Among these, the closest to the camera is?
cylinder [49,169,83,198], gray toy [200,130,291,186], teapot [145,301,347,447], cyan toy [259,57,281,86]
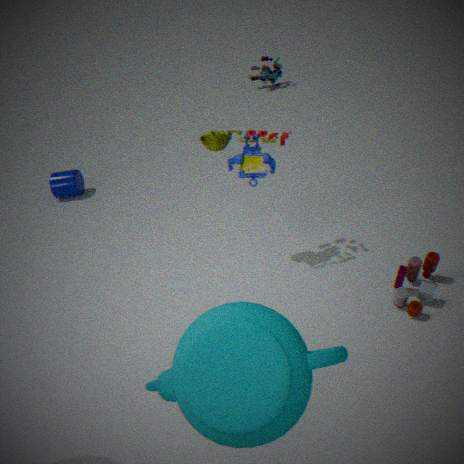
teapot [145,301,347,447]
